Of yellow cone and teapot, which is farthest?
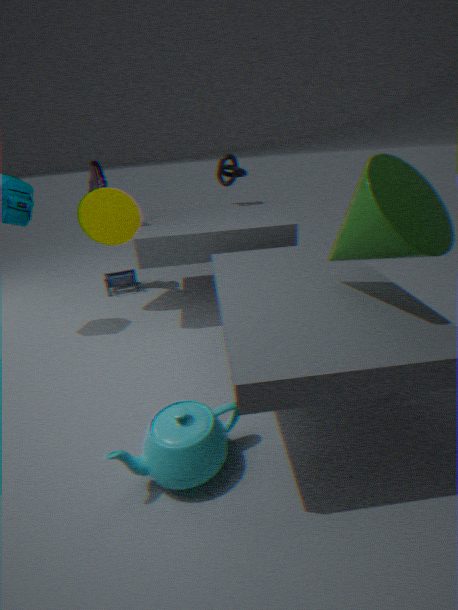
yellow cone
